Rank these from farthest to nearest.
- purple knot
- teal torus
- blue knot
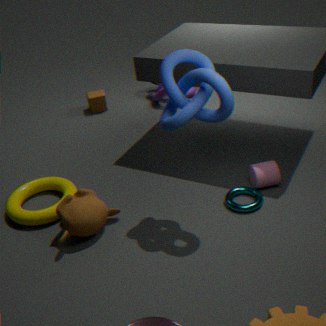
purple knot, teal torus, blue knot
